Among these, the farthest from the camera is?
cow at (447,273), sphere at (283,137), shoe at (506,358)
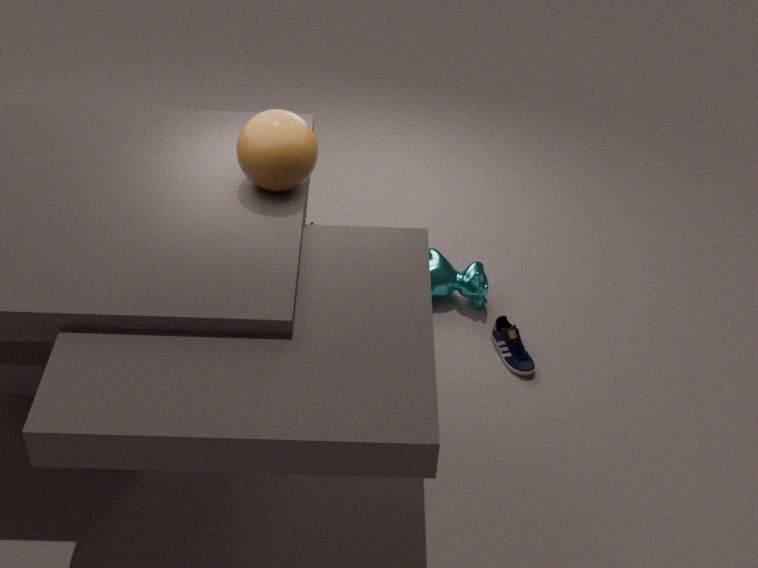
cow at (447,273)
